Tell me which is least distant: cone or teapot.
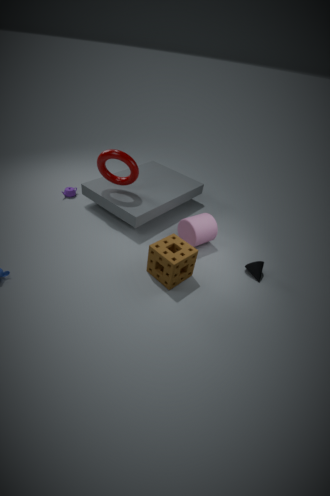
cone
